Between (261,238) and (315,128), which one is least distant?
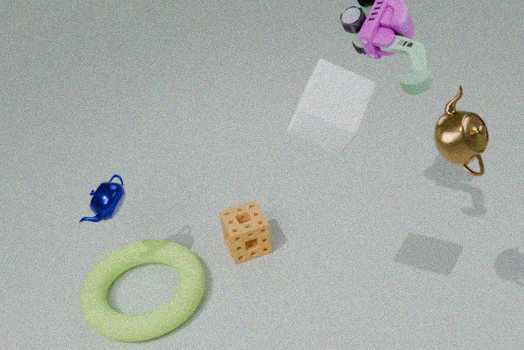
(315,128)
